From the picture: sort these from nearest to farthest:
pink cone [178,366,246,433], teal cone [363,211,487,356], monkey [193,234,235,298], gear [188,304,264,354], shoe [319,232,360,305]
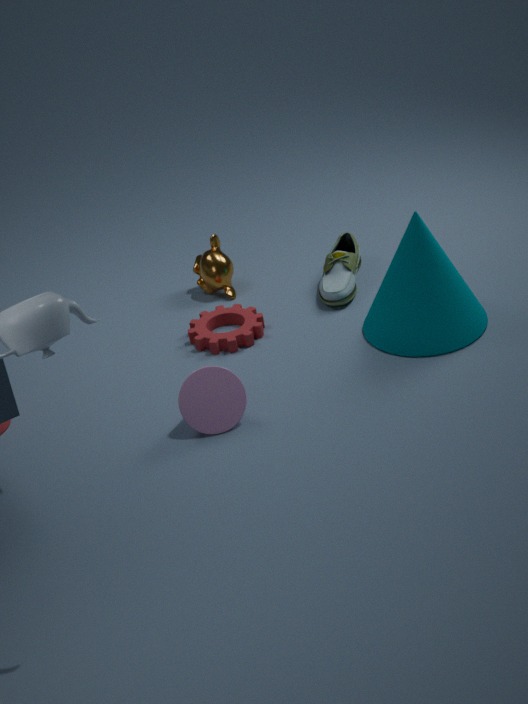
pink cone [178,366,246,433], teal cone [363,211,487,356], gear [188,304,264,354], shoe [319,232,360,305], monkey [193,234,235,298]
